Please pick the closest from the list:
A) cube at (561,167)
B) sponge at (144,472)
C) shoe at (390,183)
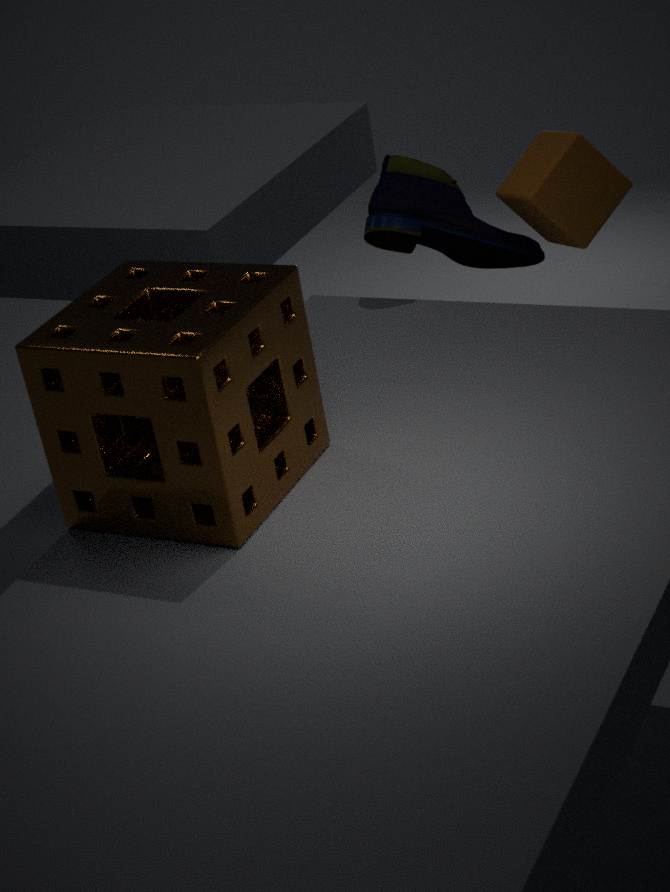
B. sponge at (144,472)
